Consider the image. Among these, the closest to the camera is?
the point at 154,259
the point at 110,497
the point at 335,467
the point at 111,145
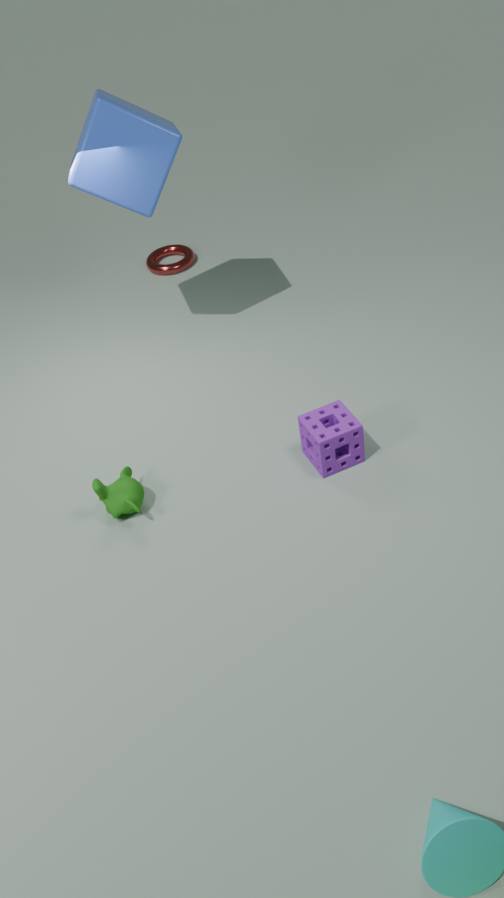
the point at 110,497
